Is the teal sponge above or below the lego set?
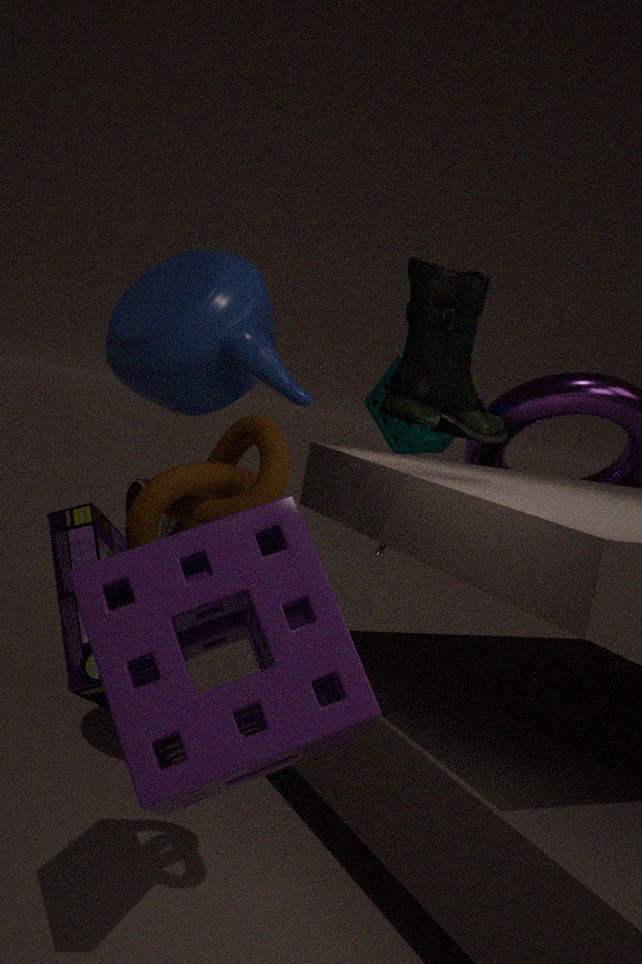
above
